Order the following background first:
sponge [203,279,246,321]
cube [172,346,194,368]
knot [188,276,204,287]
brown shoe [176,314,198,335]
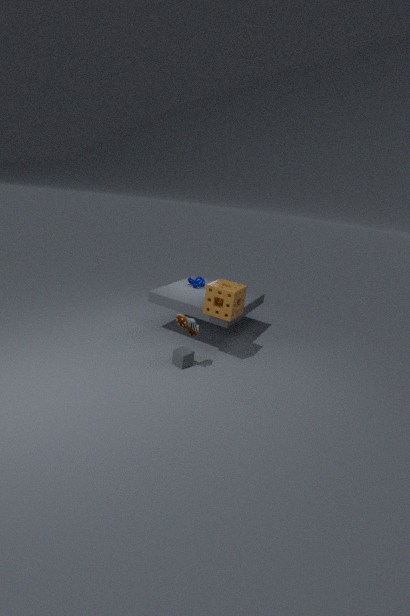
knot [188,276,204,287] → cube [172,346,194,368] → sponge [203,279,246,321] → brown shoe [176,314,198,335]
